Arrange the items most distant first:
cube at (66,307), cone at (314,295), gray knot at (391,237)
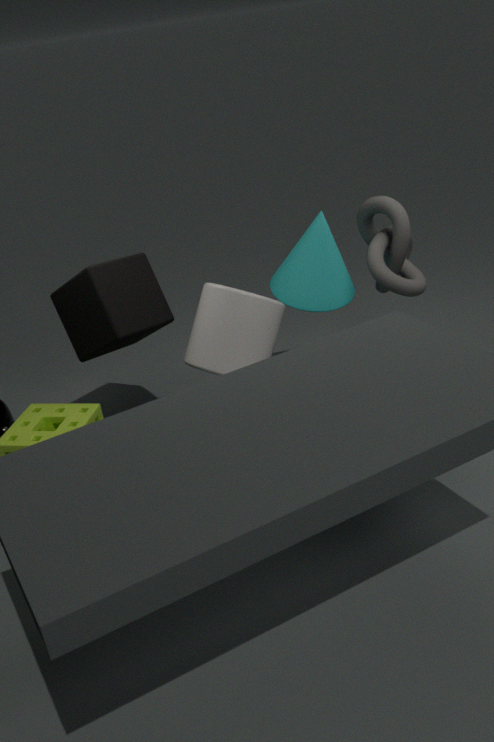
cone at (314,295) < gray knot at (391,237) < cube at (66,307)
